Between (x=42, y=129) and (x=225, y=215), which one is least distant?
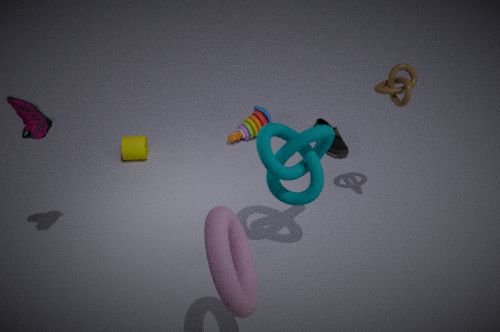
(x=225, y=215)
